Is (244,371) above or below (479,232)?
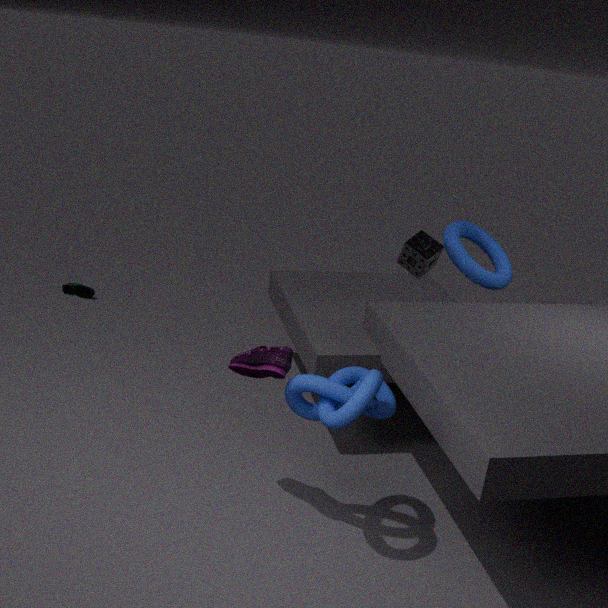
below
